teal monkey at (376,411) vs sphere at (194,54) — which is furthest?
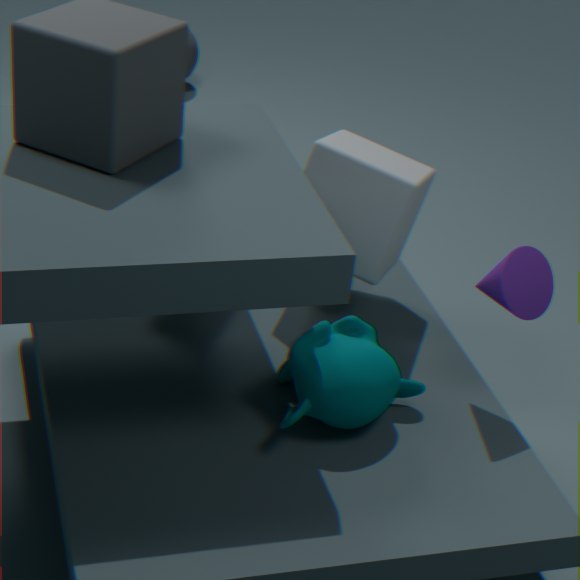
sphere at (194,54)
